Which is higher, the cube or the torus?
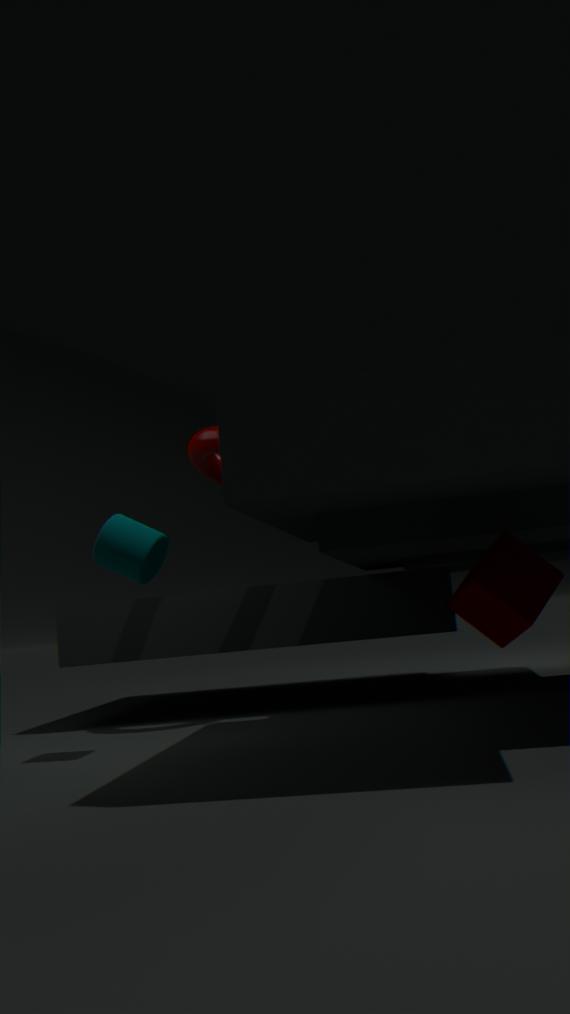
the torus
